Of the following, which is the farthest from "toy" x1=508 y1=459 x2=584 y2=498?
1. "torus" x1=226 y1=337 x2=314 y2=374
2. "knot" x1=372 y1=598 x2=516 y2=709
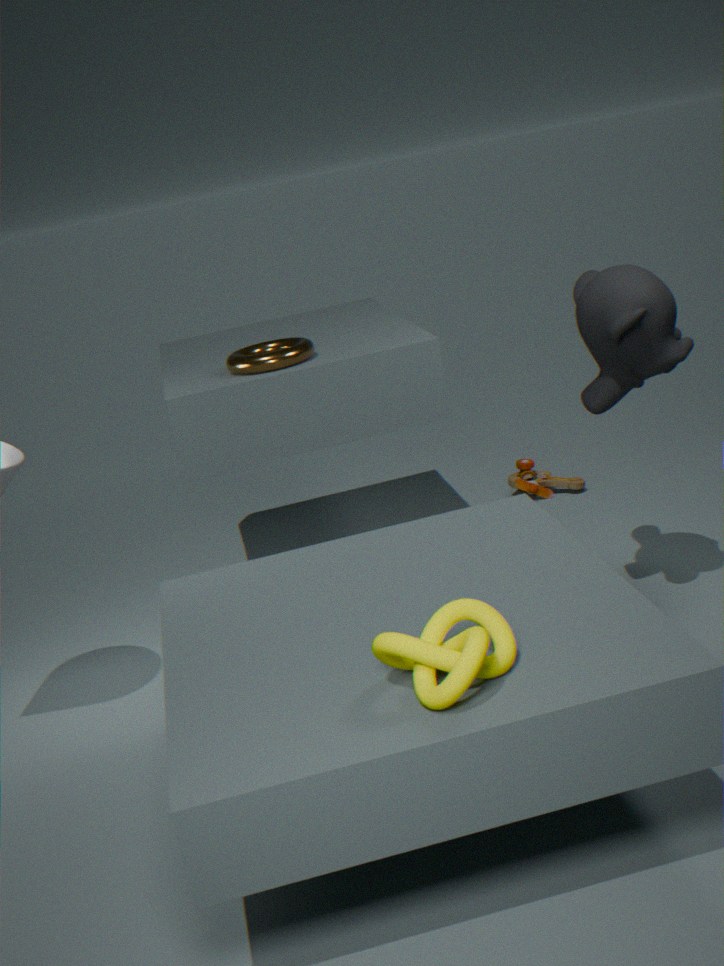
"knot" x1=372 y1=598 x2=516 y2=709
